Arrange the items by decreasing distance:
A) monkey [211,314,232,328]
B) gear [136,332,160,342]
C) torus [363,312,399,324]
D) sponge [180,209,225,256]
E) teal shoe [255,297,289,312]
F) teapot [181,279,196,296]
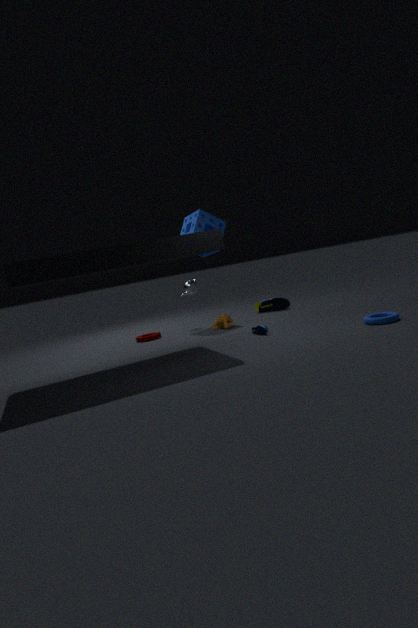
teal shoe [255,297,289,312] < teapot [181,279,196,296] < sponge [180,209,225,256] < gear [136,332,160,342] < monkey [211,314,232,328] < torus [363,312,399,324]
